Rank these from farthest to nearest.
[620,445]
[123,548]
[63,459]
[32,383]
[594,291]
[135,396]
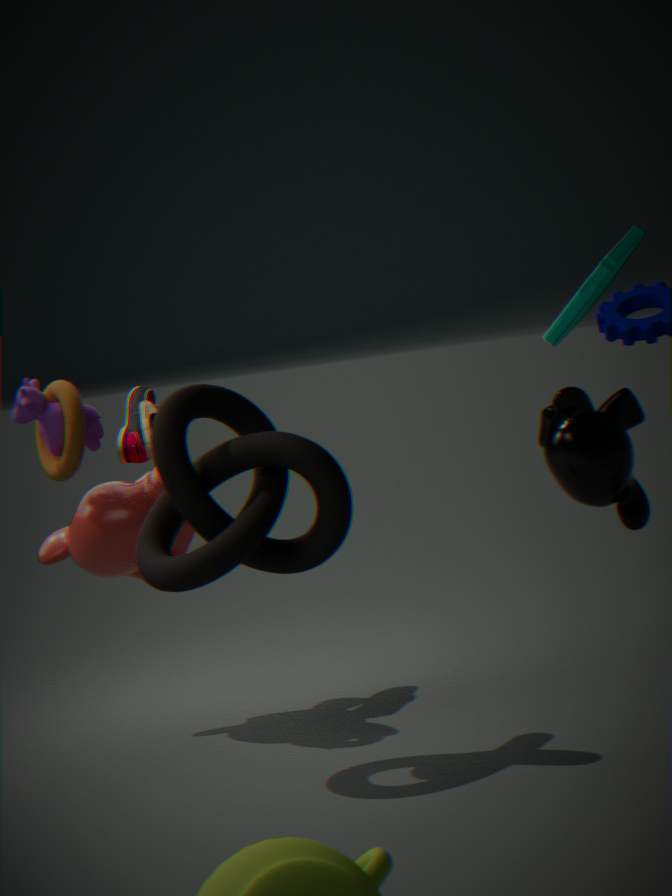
[620,445]
[135,396]
[123,548]
[32,383]
[63,459]
[594,291]
